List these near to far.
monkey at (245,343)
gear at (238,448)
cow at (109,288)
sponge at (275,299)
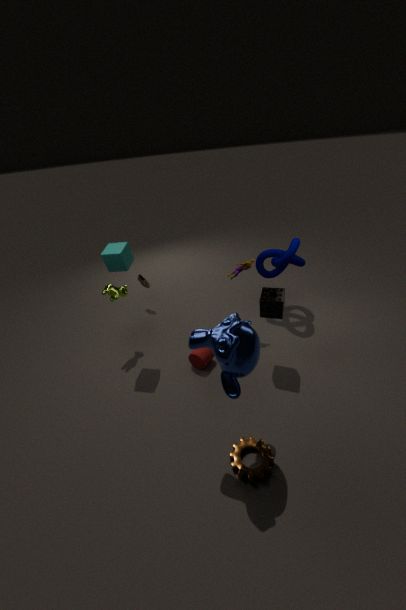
1. monkey at (245,343)
2. gear at (238,448)
3. sponge at (275,299)
4. cow at (109,288)
